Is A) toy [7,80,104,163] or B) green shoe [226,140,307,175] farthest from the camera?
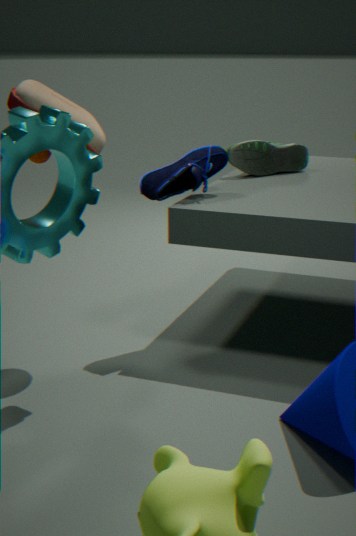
B. green shoe [226,140,307,175]
